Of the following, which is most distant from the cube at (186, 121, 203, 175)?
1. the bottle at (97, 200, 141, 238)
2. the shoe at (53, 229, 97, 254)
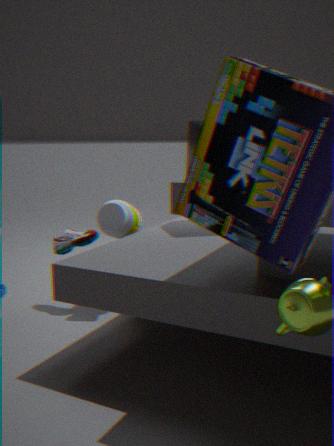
the shoe at (53, 229, 97, 254)
